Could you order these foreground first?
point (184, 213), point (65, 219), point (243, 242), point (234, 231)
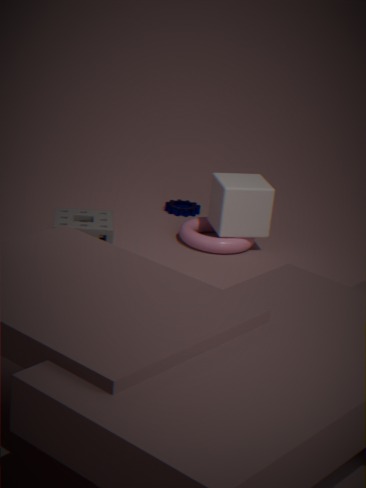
point (65, 219) < point (234, 231) < point (243, 242) < point (184, 213)
